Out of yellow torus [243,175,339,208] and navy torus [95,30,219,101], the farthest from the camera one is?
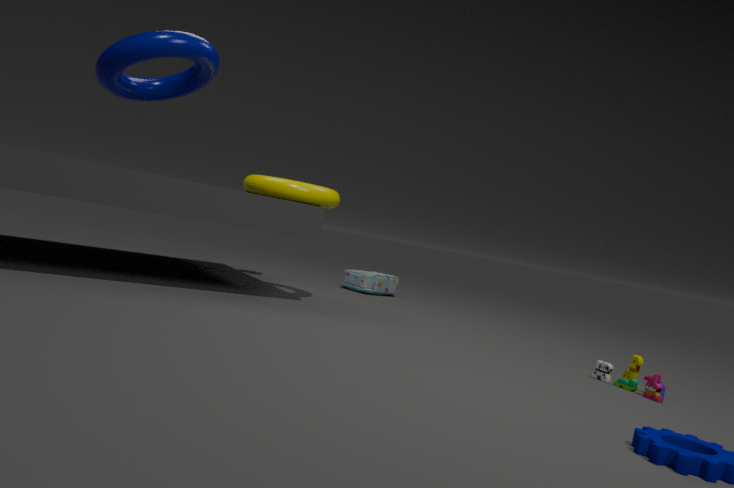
yellow torus [243,175,339,208]
